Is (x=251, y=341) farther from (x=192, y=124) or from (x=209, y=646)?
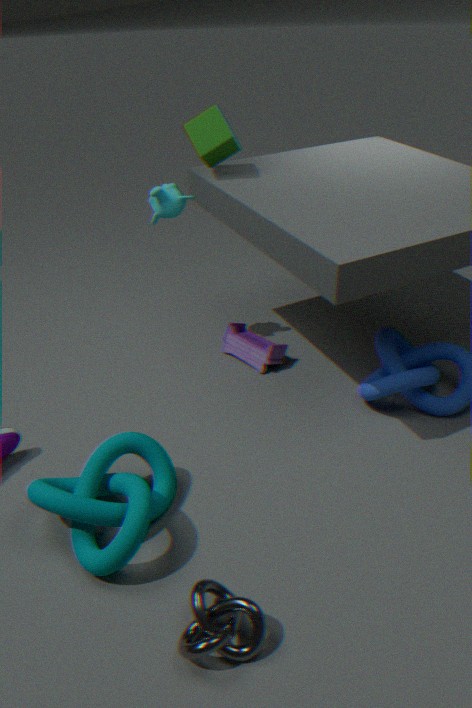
(x=209, y=646)
